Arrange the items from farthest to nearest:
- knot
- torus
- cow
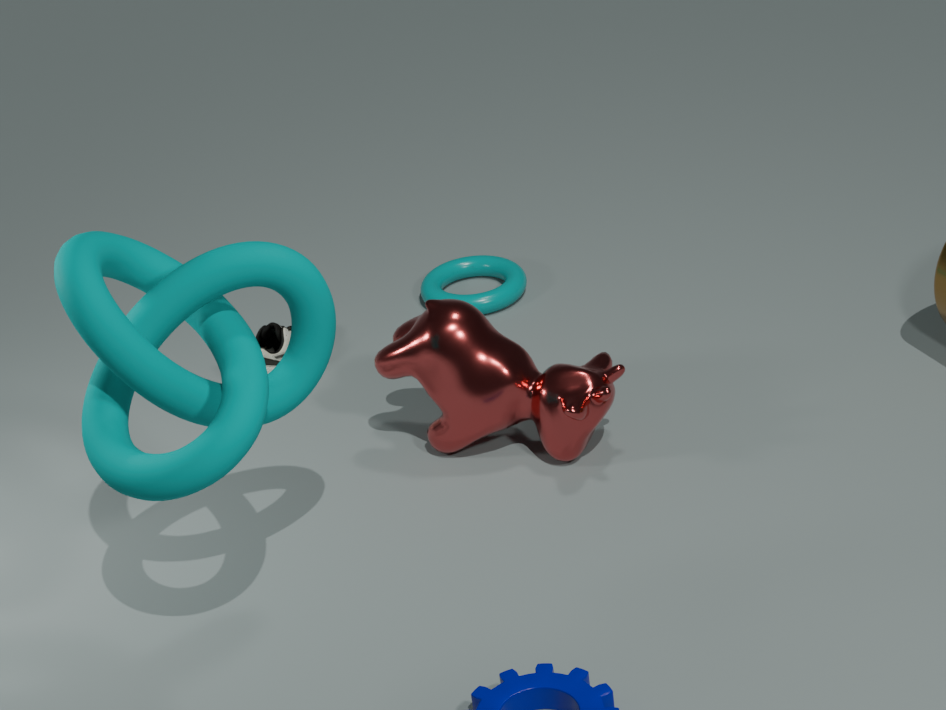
torus, cow, knot
